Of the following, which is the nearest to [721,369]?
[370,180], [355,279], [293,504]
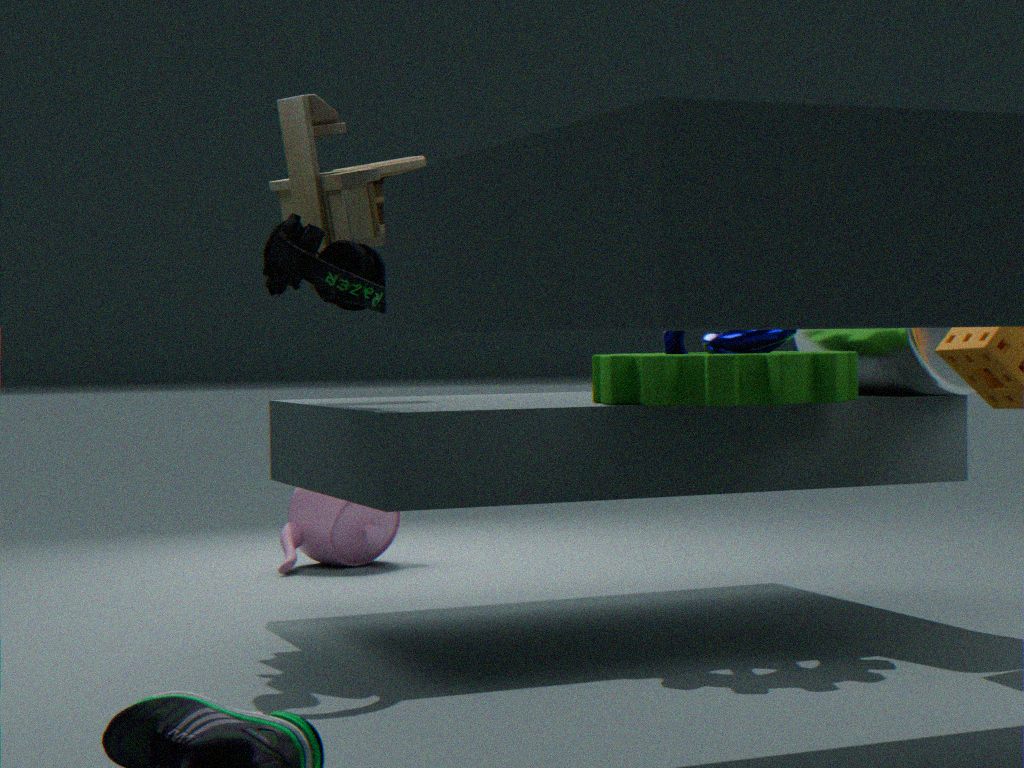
[355,279]
